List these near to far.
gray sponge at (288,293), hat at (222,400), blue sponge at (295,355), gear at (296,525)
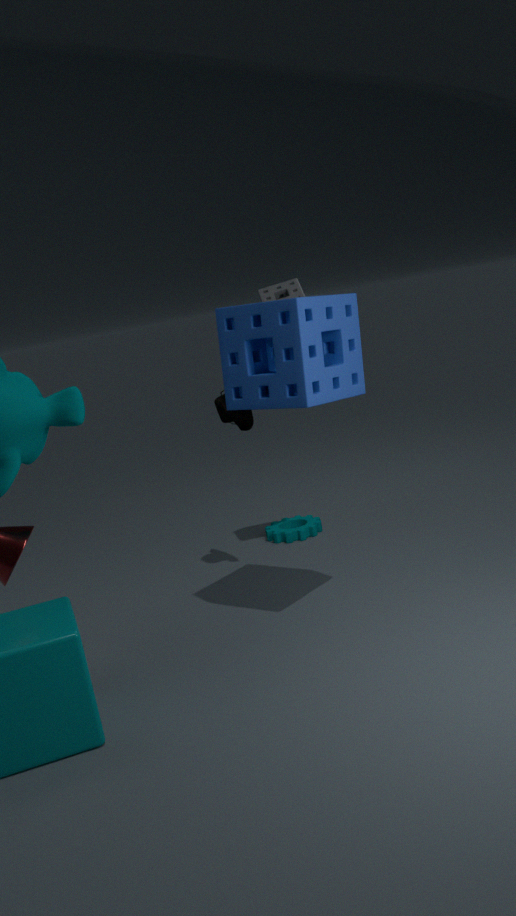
blue sponge at (295,355), hat at (222,400), gray sponge at (288,293), gear at (296,525)
